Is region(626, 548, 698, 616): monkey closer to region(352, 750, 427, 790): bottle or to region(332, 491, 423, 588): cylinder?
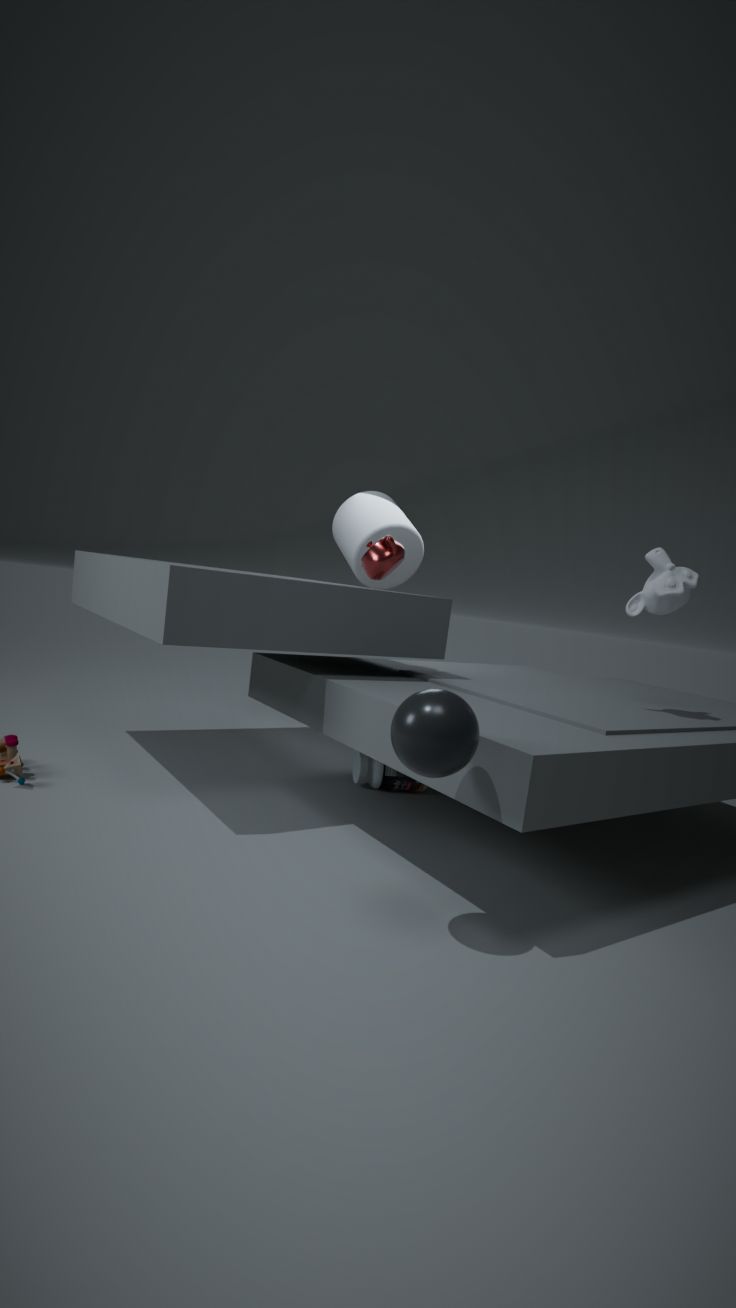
region(352, 750, 427, 790): bottle
